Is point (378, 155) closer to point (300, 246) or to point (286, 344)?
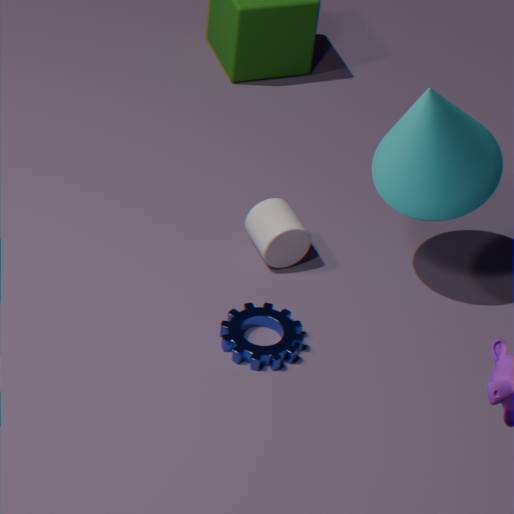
point (300, 246)
